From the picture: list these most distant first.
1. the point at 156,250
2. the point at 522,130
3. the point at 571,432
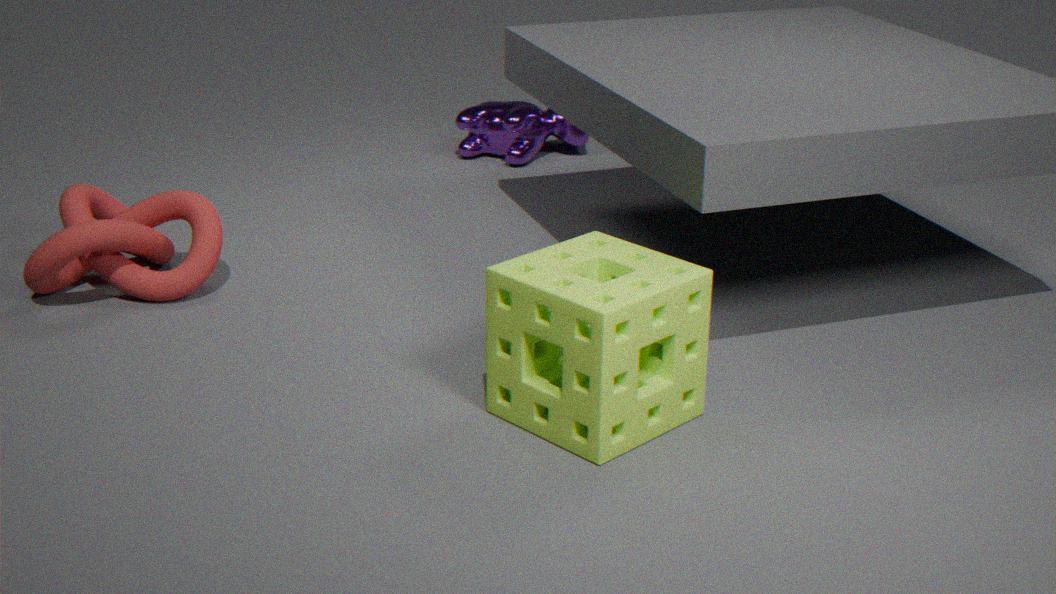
the point at 522,130 → the point at 156,250 → the point at 571,432
